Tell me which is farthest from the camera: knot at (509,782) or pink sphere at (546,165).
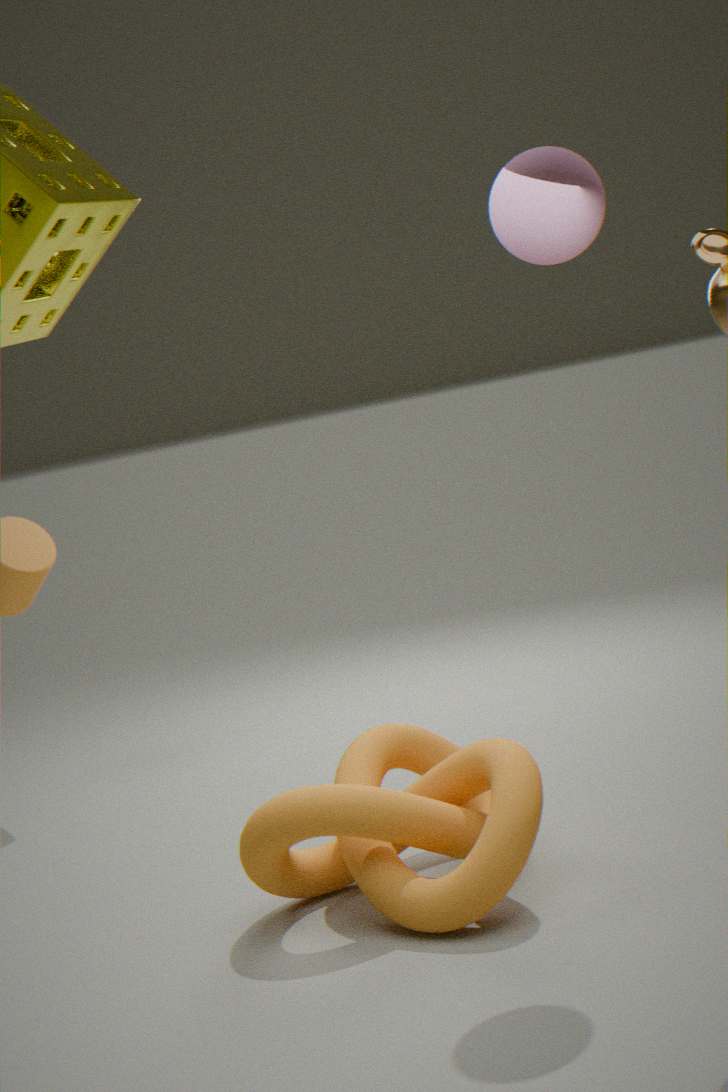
knot at (509,782)
